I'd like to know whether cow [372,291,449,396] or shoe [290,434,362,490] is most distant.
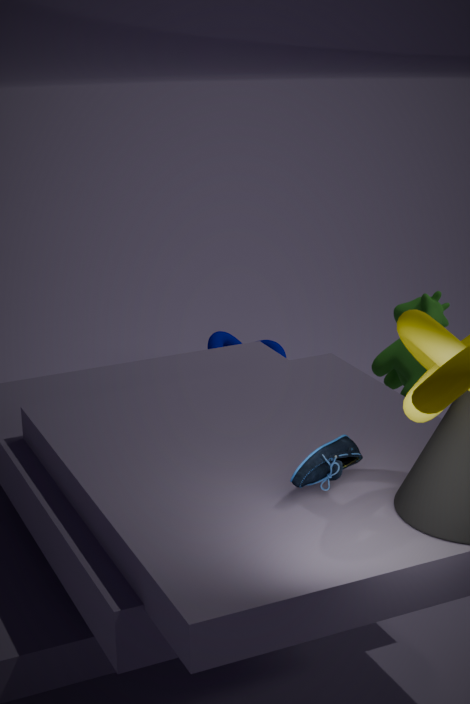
cow [372,291,449,396]
